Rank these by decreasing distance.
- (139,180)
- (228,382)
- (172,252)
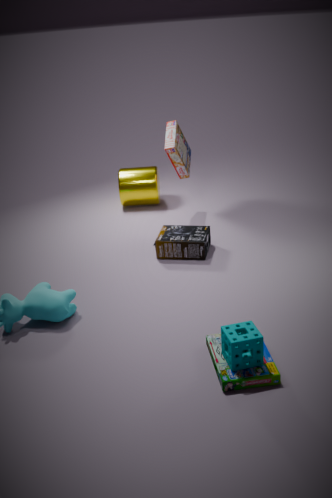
(139,180) → (172,252) → (228,382)
